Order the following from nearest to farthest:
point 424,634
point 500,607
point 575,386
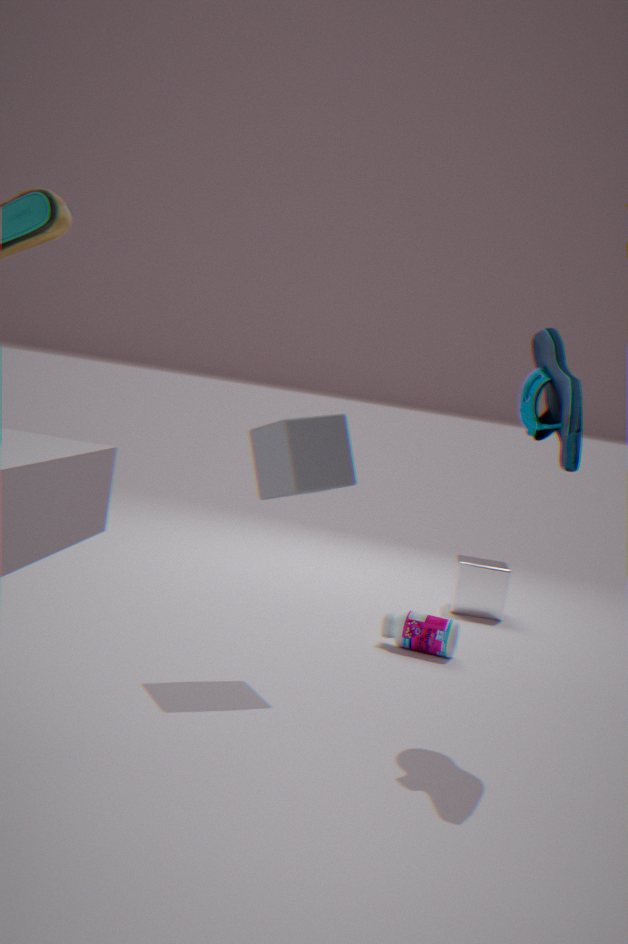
point 575,386 → point 424,634 → point 500,607
